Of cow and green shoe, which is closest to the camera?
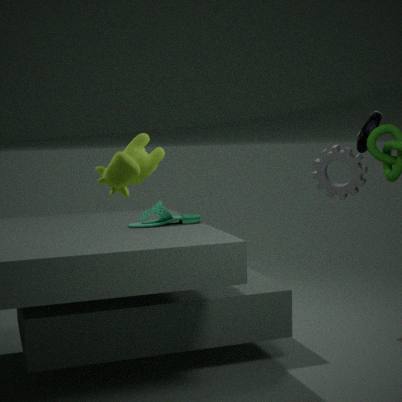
cow
